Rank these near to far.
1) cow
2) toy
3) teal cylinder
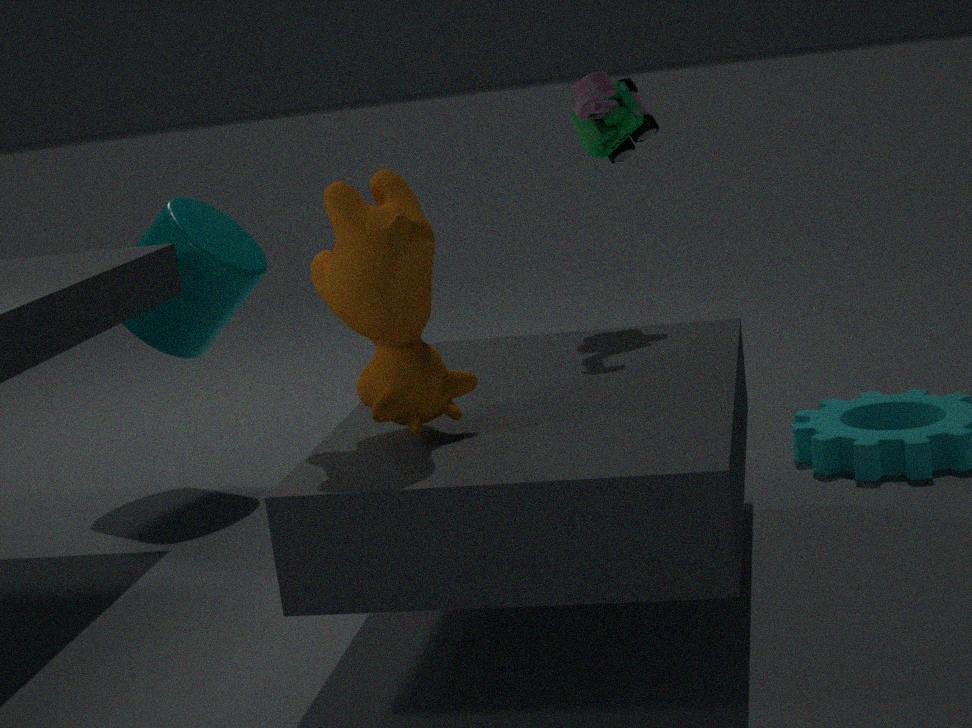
1. cow
2. toy
3. teal cylinder
